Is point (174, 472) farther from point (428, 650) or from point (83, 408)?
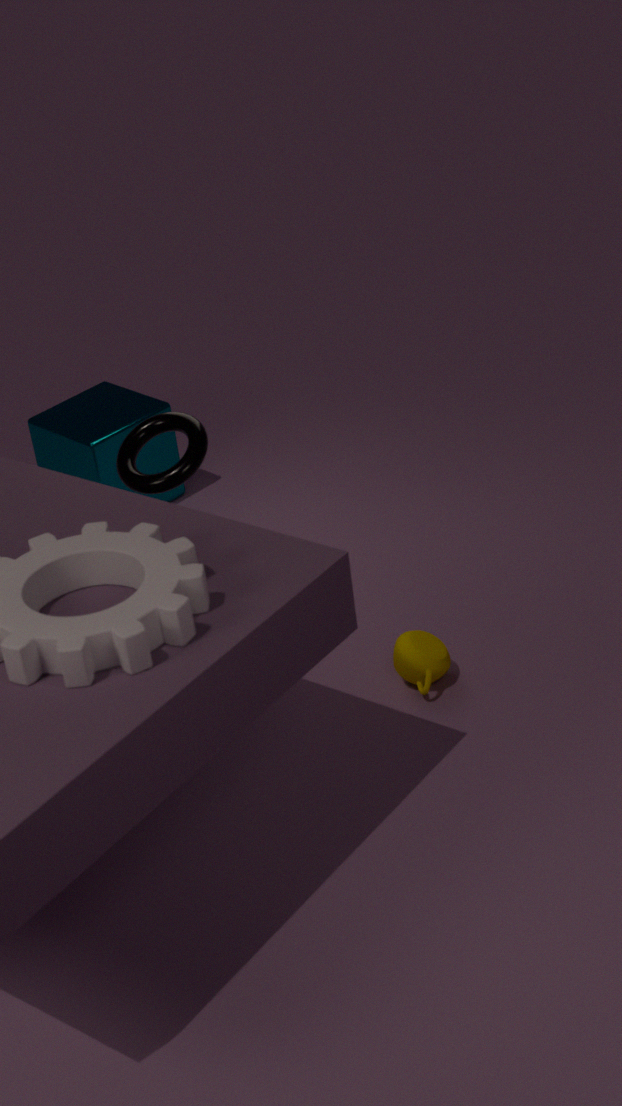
point (83, 408)
